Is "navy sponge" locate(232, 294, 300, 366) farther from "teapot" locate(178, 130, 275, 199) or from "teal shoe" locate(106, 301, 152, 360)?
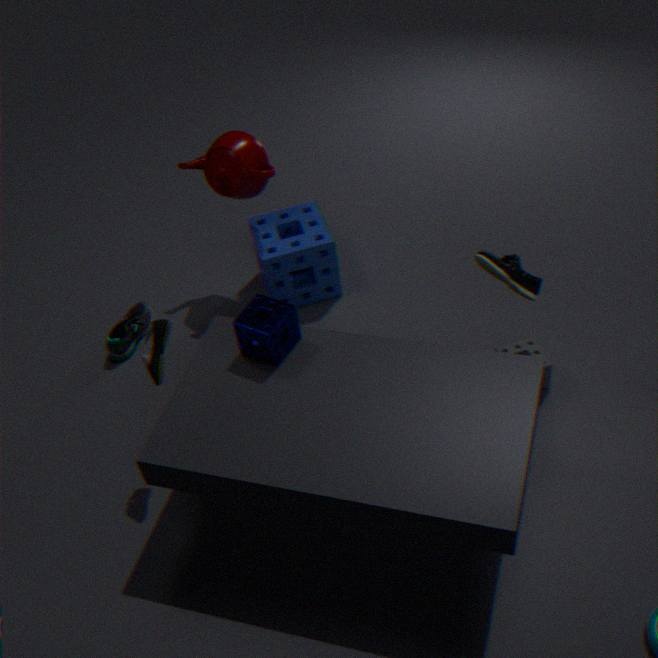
"teal shoe" locate(106, 301, 152, 360)
